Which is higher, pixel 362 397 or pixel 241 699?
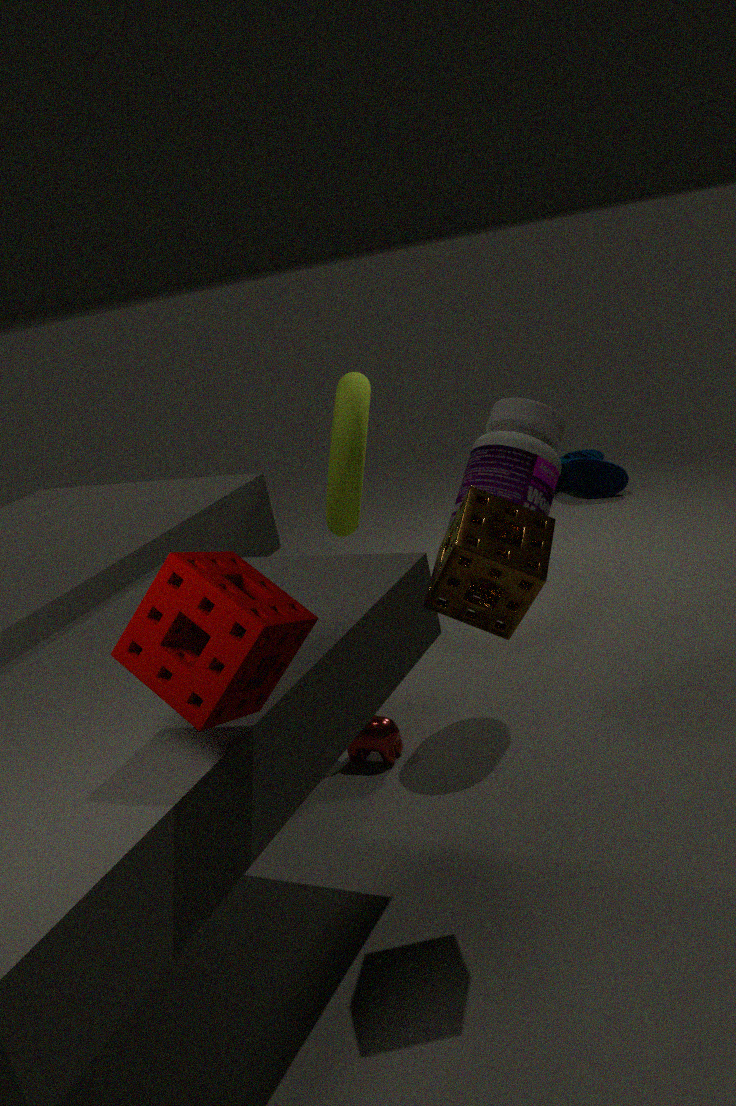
pixel 241 699
